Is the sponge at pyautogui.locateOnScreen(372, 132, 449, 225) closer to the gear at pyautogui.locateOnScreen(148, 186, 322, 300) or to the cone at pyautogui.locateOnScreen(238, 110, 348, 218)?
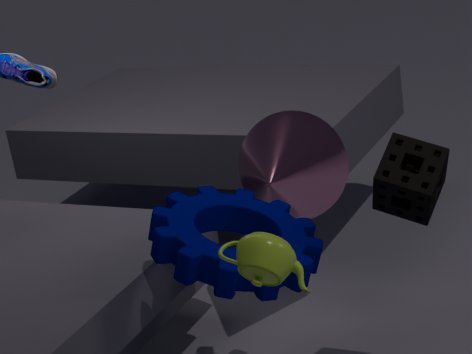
the gear at pyautogui.locateOnScreen(148, 186, 322, 300)
